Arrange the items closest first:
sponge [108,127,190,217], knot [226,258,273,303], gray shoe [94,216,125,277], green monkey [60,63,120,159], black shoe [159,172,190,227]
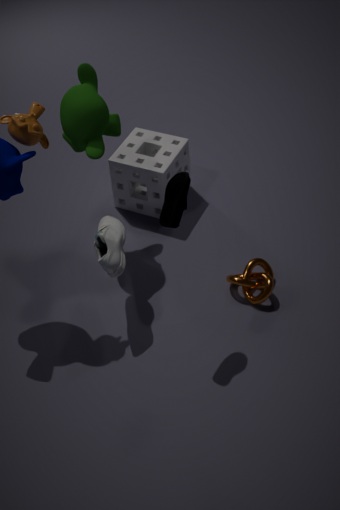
black shoe [159,172,190,227]
gray shoe [94,216,125,277]
green monkey [60,63,120,159]
knot [226,258,273,303]
sponge [108,127,190,217]
